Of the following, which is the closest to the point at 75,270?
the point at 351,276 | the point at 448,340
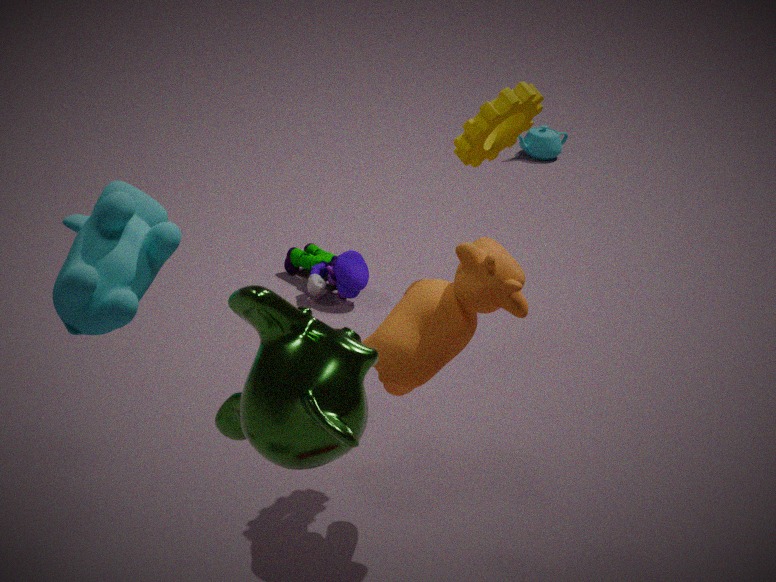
the point at 448,340
